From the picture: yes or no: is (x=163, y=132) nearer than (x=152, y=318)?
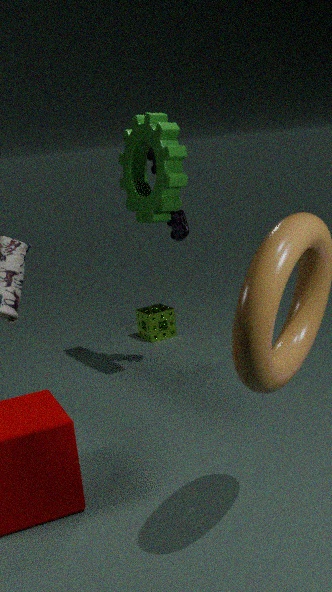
Yes
